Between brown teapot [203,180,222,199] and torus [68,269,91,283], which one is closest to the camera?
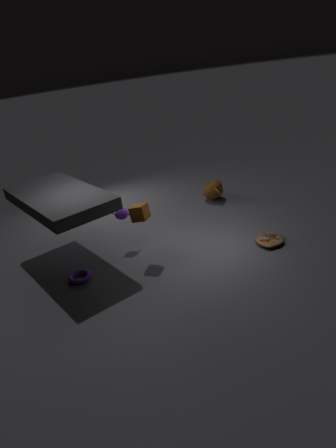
torus [68,269,91,283]
